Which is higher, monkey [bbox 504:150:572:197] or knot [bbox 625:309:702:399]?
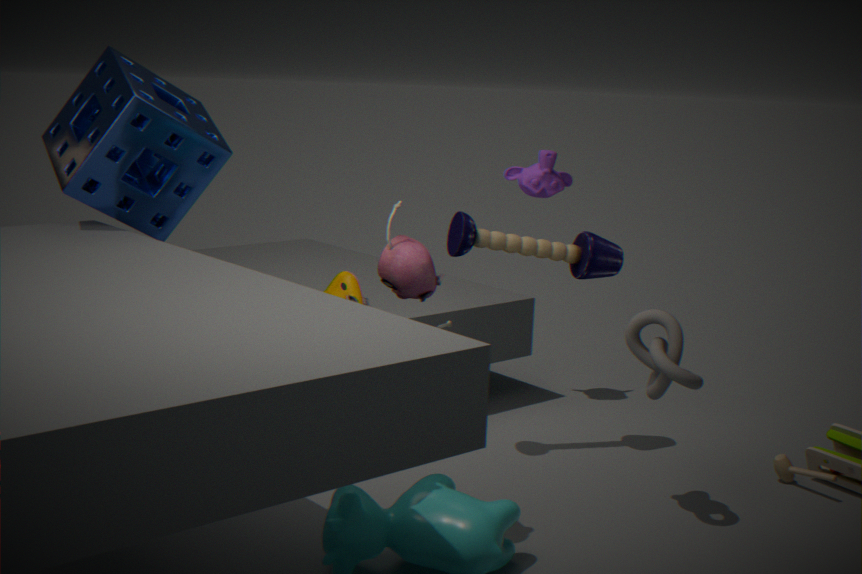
monkey [bbox 504:150:572:197]
